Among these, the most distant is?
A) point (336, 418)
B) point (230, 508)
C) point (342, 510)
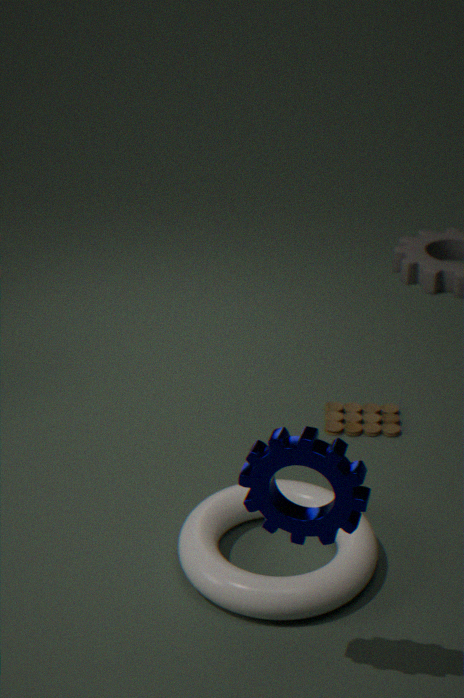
point (336, 418)
